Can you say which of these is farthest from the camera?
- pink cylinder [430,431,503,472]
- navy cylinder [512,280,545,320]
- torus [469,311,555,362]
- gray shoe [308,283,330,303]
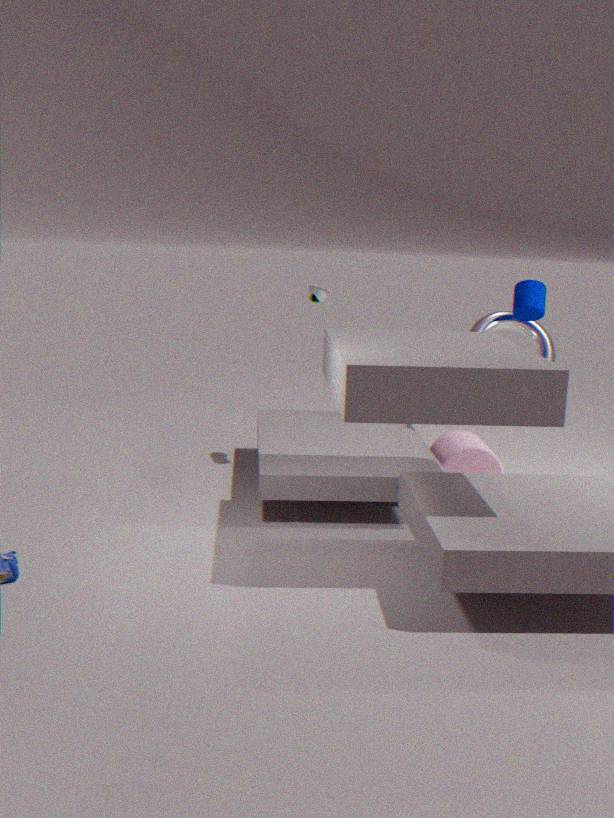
torus [469,311,555,362]
